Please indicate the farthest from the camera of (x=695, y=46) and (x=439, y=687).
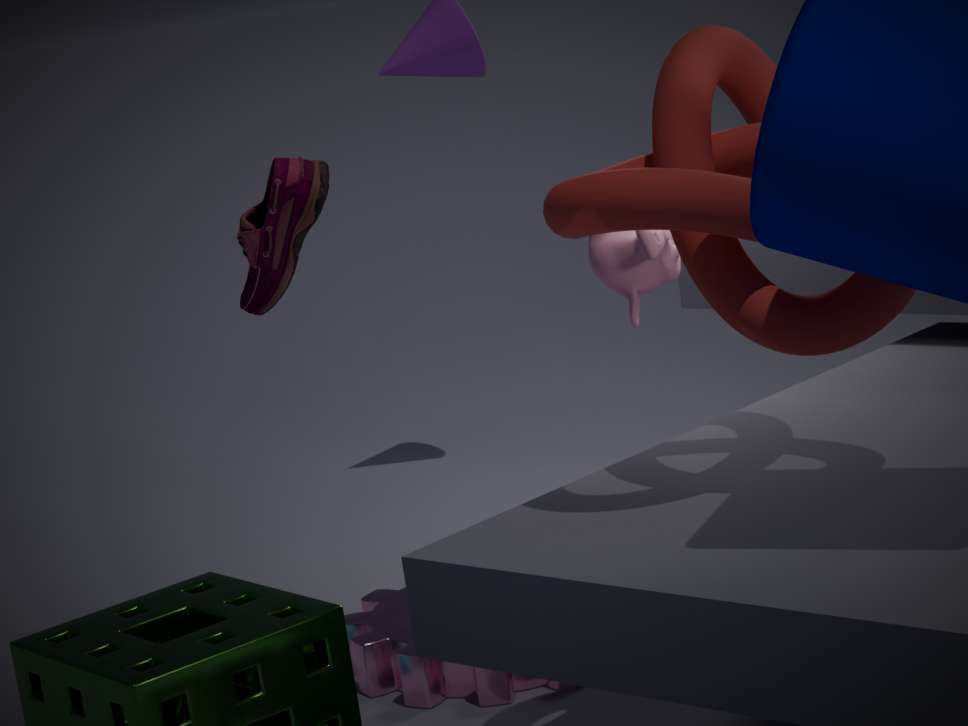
(x=439, y=687)
